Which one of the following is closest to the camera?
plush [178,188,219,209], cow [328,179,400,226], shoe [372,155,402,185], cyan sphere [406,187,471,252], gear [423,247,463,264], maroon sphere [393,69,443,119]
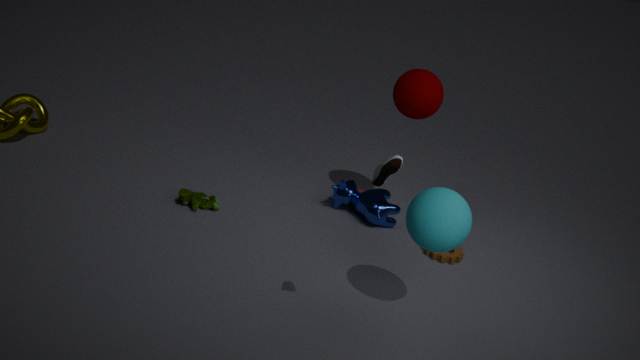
shoe [372,155,402,185]
